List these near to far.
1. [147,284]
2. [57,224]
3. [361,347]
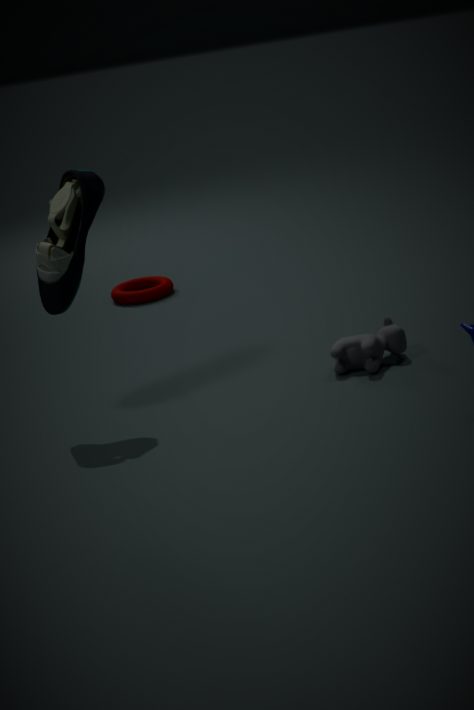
[57,224]
[361,347]
[147,284]
